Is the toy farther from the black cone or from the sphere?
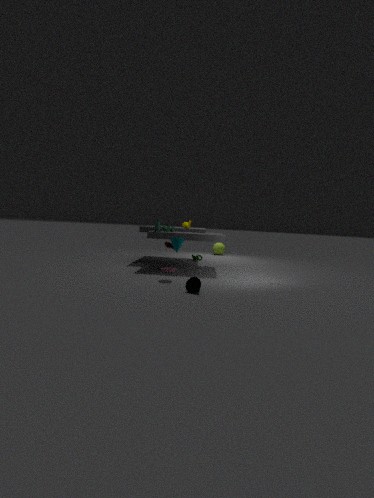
the sphere
